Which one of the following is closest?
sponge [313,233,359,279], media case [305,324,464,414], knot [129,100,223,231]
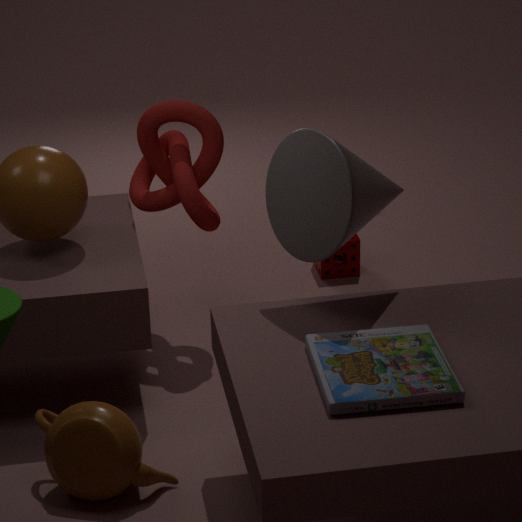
media case [305,324,464,414]
